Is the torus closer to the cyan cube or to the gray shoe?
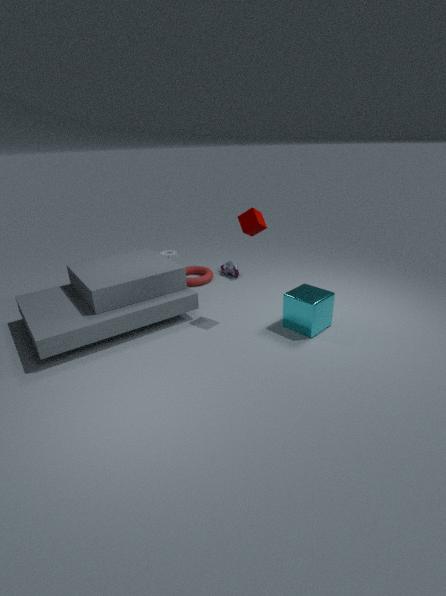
Result: the gray shoe
